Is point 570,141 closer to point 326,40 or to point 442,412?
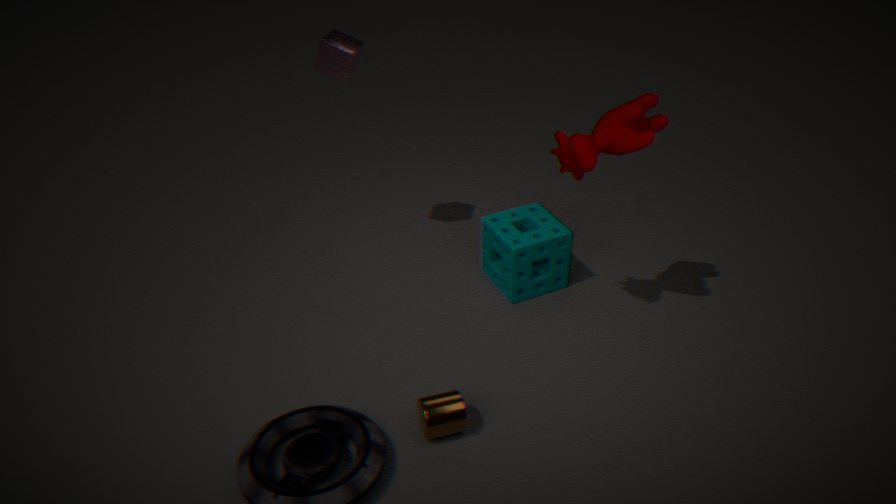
point 442,412
